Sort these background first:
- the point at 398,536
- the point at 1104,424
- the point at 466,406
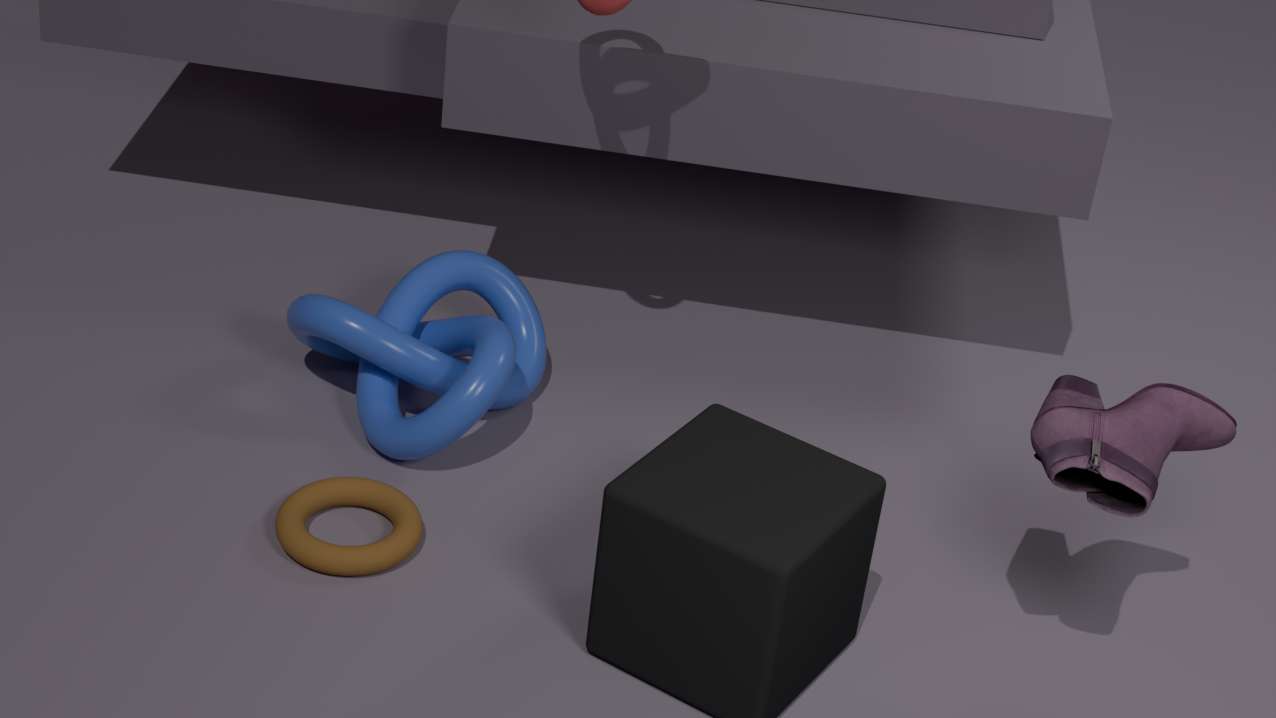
1. the point at 466,406
2. the point at 398,536
3. the point at 1104,424
